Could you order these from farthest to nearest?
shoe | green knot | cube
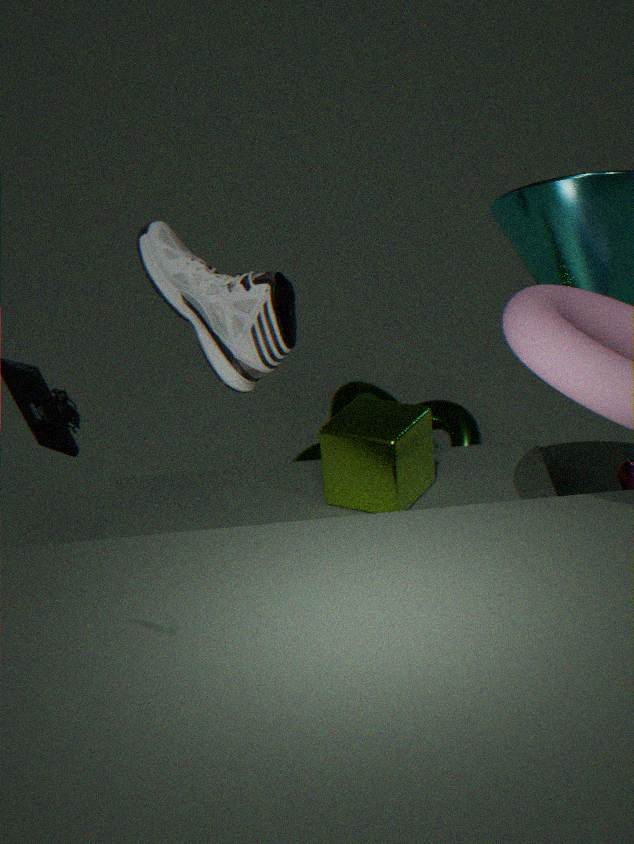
1. green knot
2. shoe
3. cube
